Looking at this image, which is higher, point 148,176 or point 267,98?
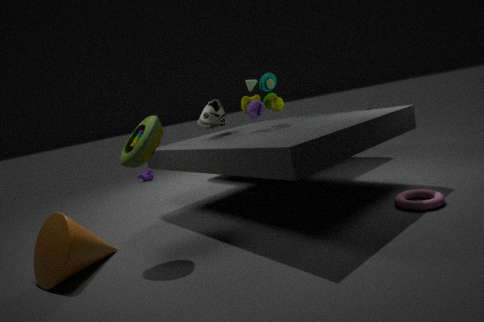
point 267,98
